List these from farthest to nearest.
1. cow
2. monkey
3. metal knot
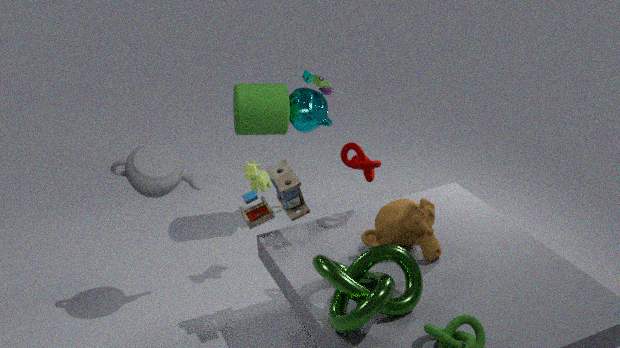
cow < monkey < metal knot
